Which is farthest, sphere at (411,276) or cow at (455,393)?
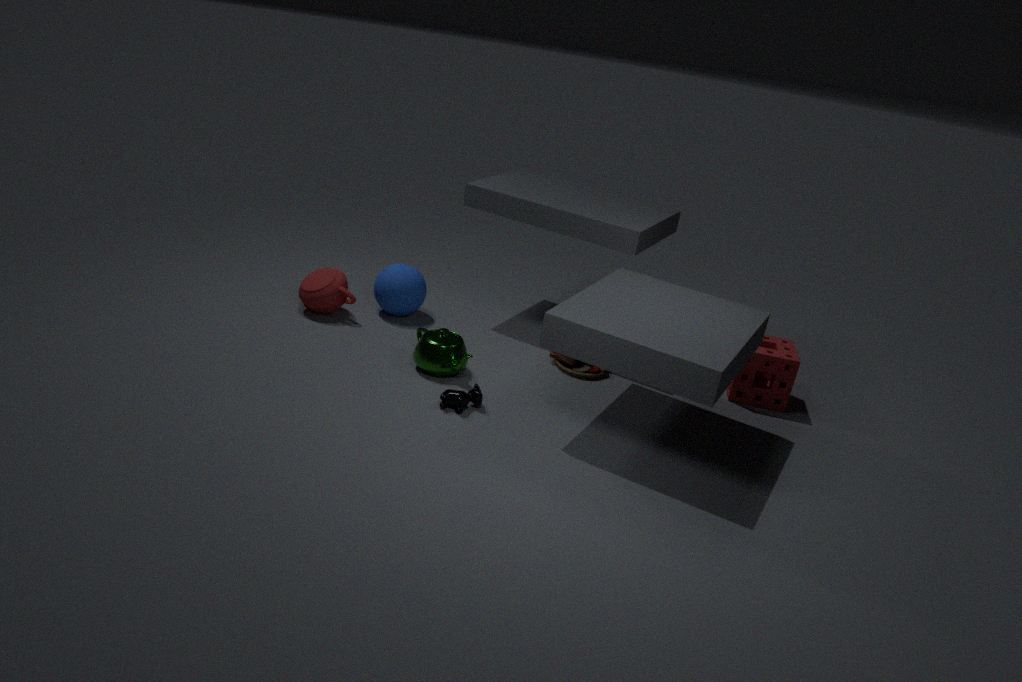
sphere at (411,276)
